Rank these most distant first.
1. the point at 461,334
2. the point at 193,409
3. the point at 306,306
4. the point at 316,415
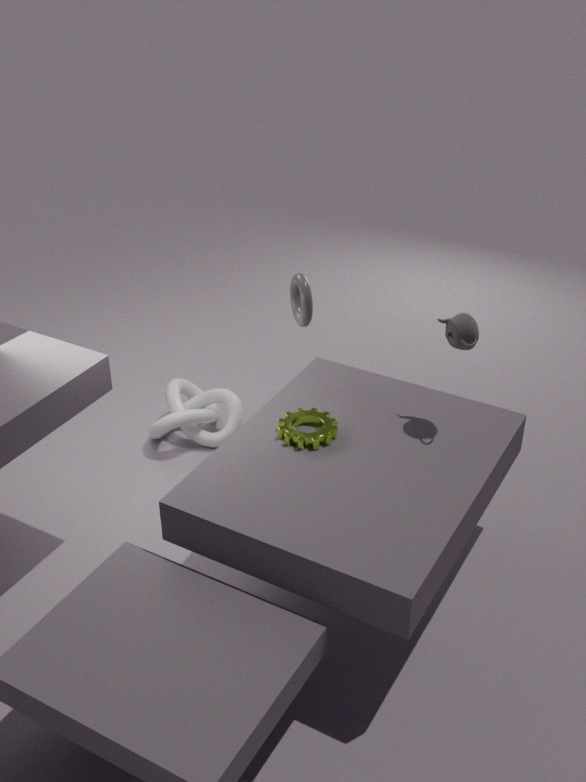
the point at 193,409, the point at 306,306, the point at 316,415, the point at 461,334
